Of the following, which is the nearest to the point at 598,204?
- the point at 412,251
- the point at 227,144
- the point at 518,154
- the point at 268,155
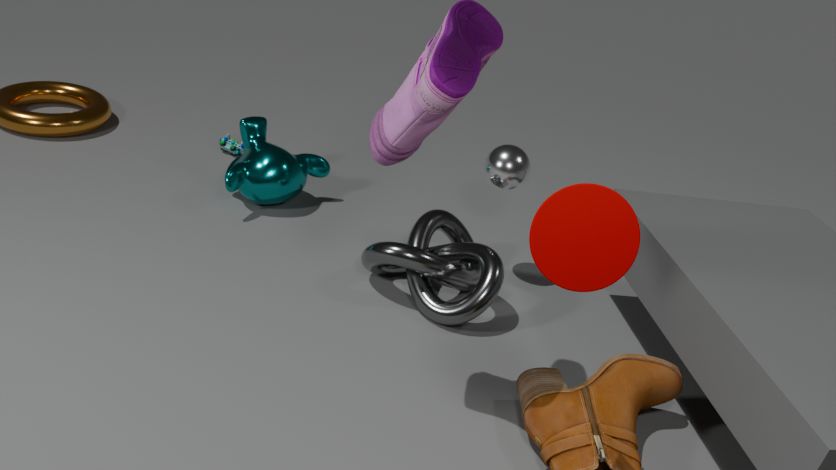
the point at 412,251
